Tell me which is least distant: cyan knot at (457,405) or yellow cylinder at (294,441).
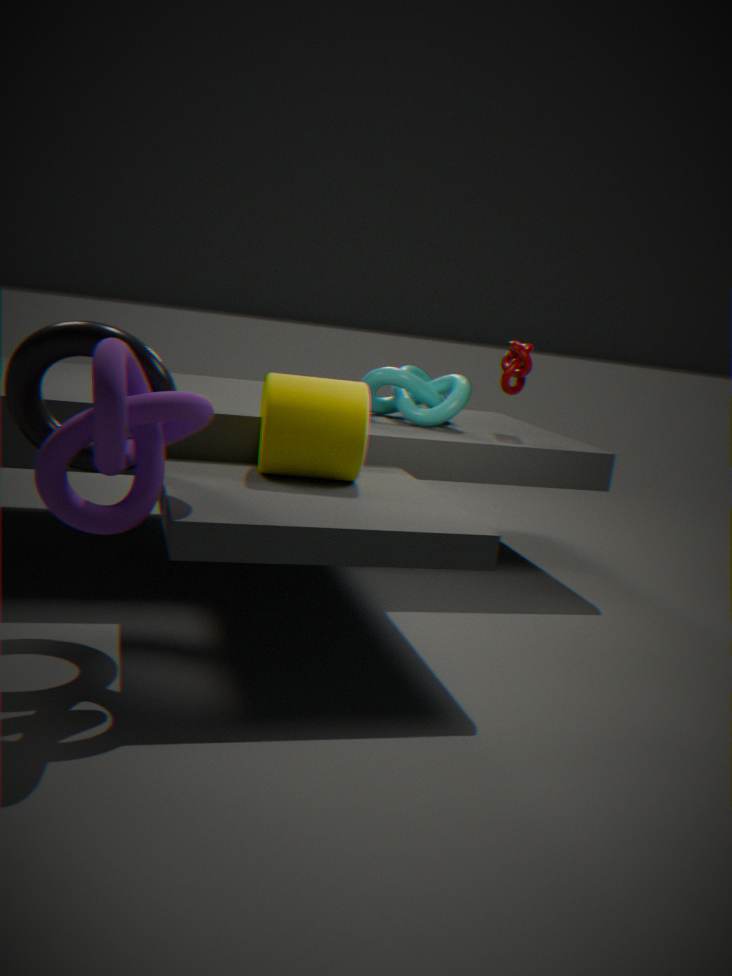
yellow cylinder at (294,441)
